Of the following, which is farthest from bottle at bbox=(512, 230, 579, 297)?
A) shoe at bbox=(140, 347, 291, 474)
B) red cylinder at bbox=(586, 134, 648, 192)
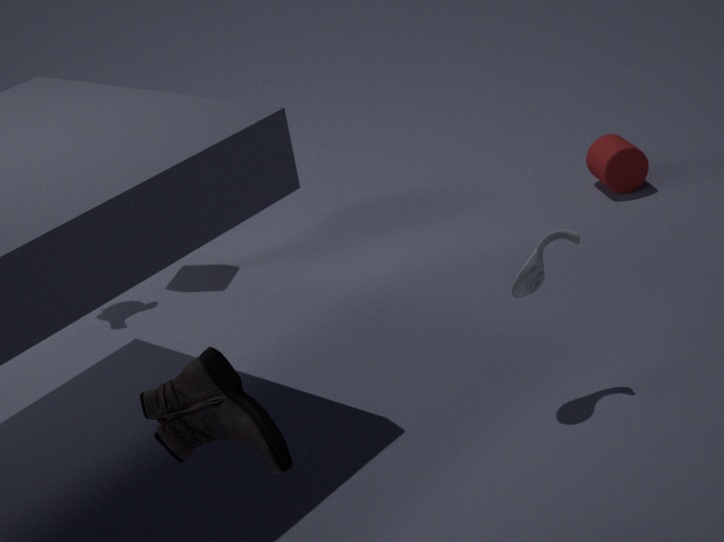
red cylinder at bbox=(586, 134, 648, 192)
